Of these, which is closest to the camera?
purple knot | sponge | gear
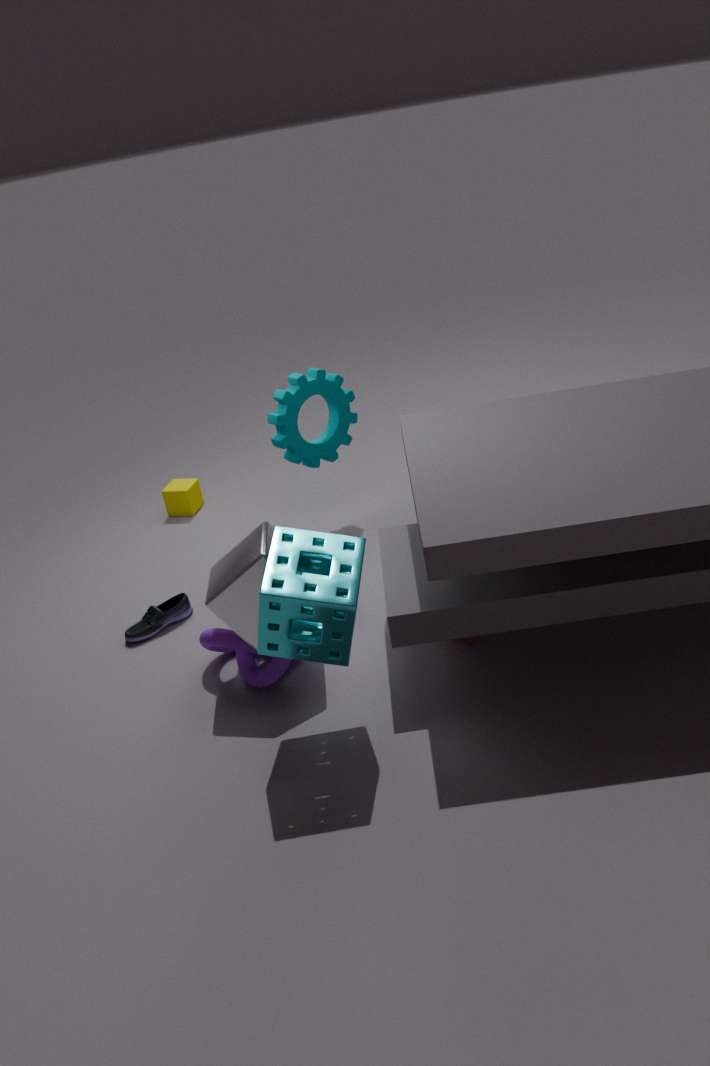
sponge
